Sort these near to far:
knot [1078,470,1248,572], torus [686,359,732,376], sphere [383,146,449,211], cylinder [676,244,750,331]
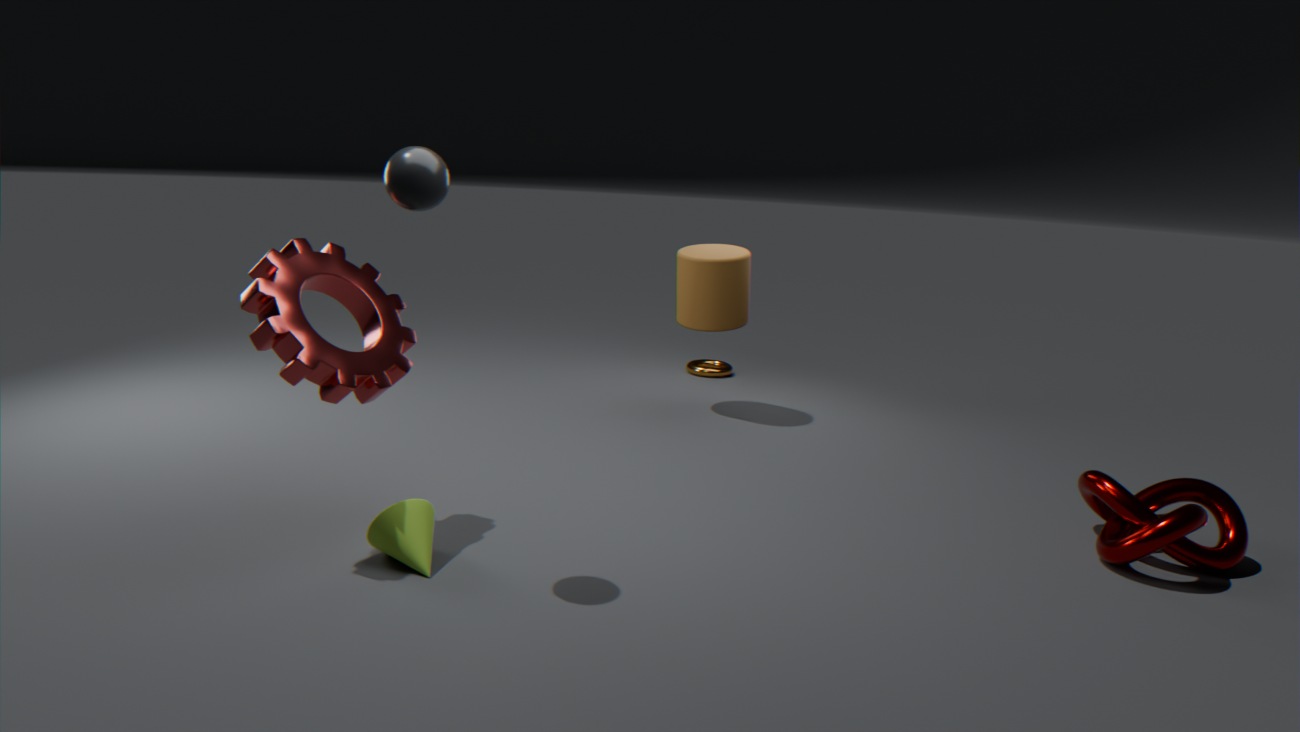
sphere [383,146,449,211], knot [1078,470,1248,572], cylinder [676,244,750,331], torus [686,359,732,376]
